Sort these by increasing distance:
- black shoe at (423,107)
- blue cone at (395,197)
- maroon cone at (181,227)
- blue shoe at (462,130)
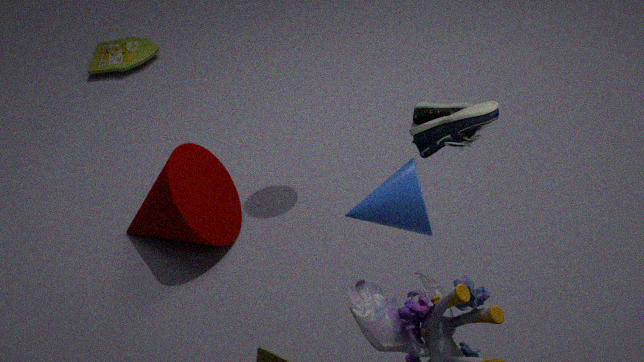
1. blue shoe at (462,130)
2. blue cone at (395,197)
3. maroon cone at (181,227)
4. black shoe at (423,107)
